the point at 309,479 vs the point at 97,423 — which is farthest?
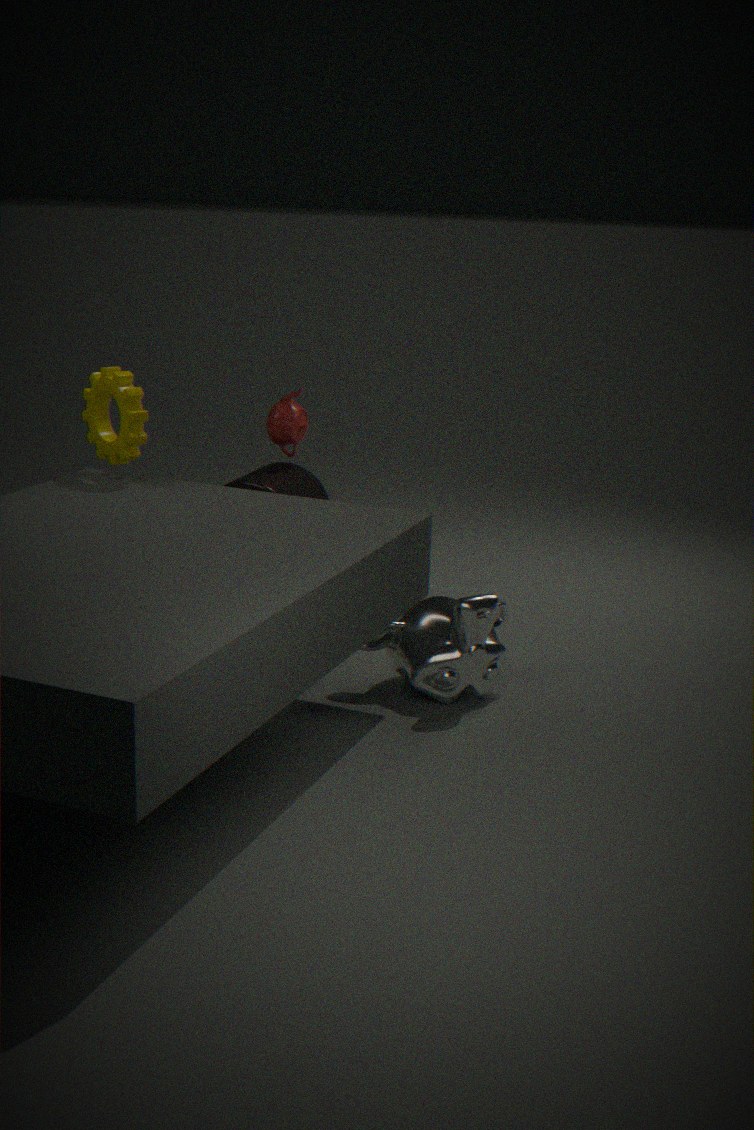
the point at 309,479
